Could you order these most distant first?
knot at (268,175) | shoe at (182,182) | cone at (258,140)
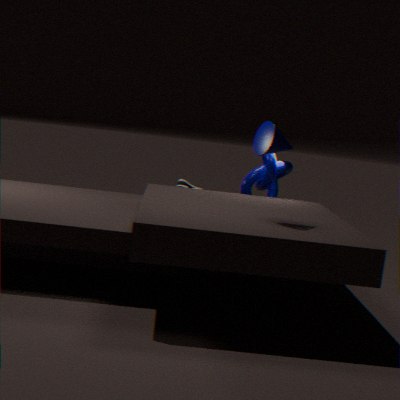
shoe at (182,182) → knot at (268,175) → cone at (258,140)
